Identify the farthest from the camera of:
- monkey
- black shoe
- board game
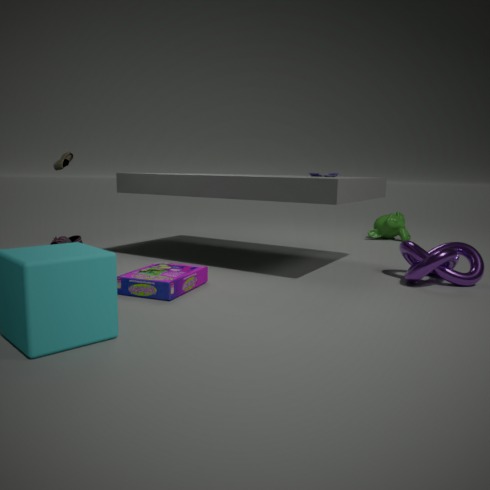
monkey
